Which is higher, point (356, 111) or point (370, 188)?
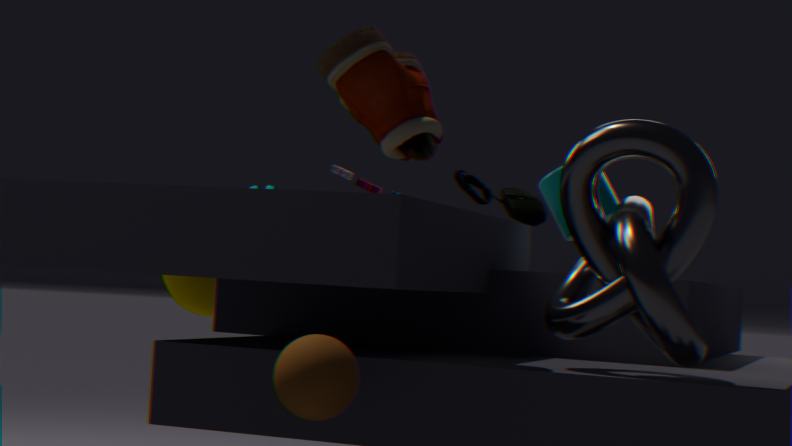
point (356, 111)
